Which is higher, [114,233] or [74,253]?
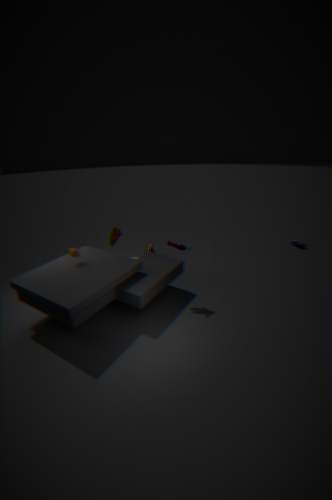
[114,233]
